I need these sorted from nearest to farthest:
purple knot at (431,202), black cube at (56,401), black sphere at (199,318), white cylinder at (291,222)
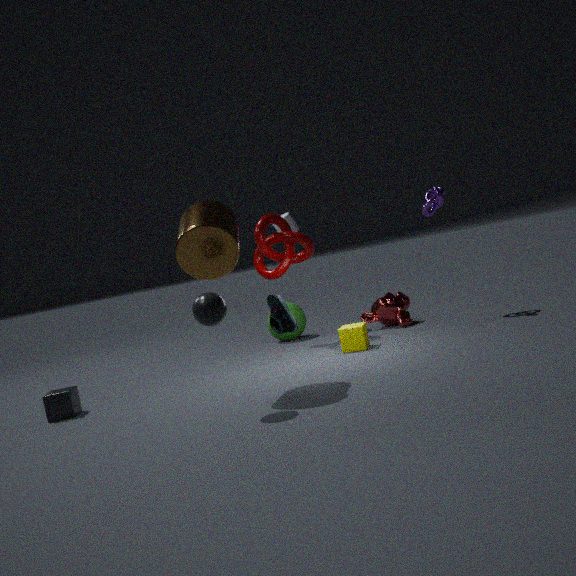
black sphere at (199,318), black cube at (56,401), purple knot at (431,202), white cylinder at (291,222)
